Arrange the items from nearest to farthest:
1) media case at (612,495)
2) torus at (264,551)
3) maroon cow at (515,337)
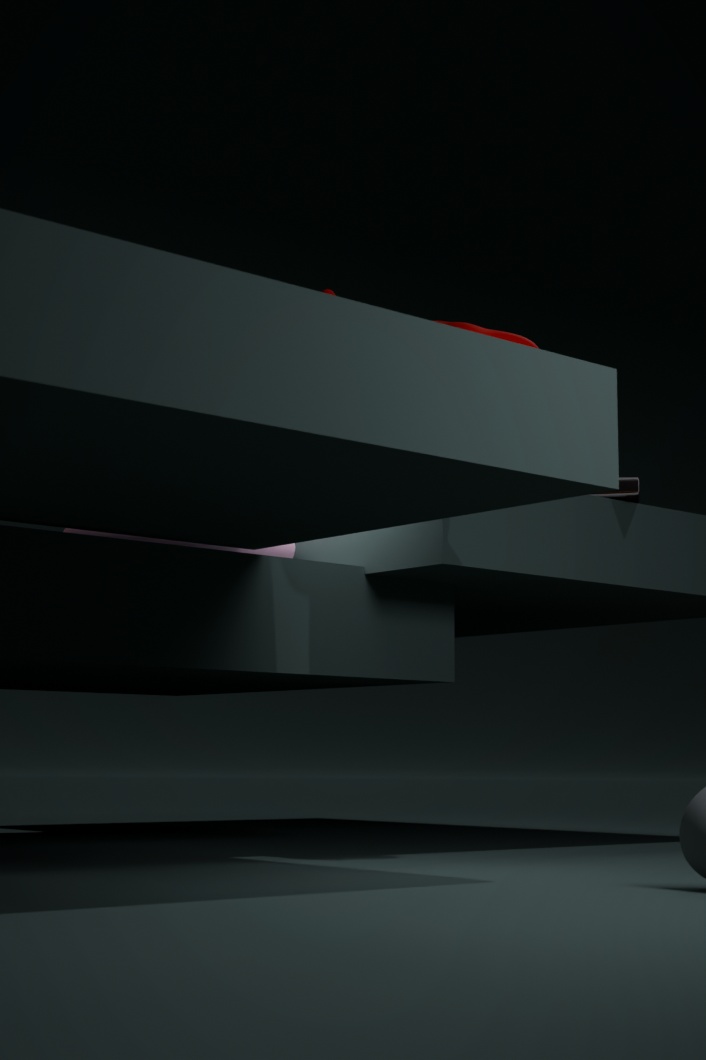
3. maroon cow at (515,337) < 2. torus at (264,551) < 1. media case at (612,495)
